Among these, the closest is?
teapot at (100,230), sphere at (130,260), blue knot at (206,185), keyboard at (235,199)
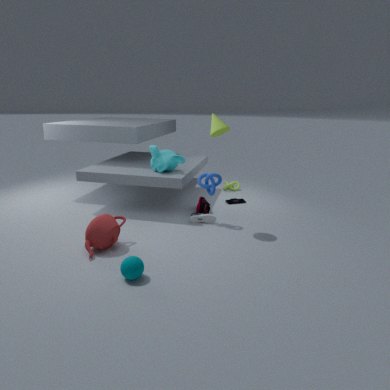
sphere at (130,260)
